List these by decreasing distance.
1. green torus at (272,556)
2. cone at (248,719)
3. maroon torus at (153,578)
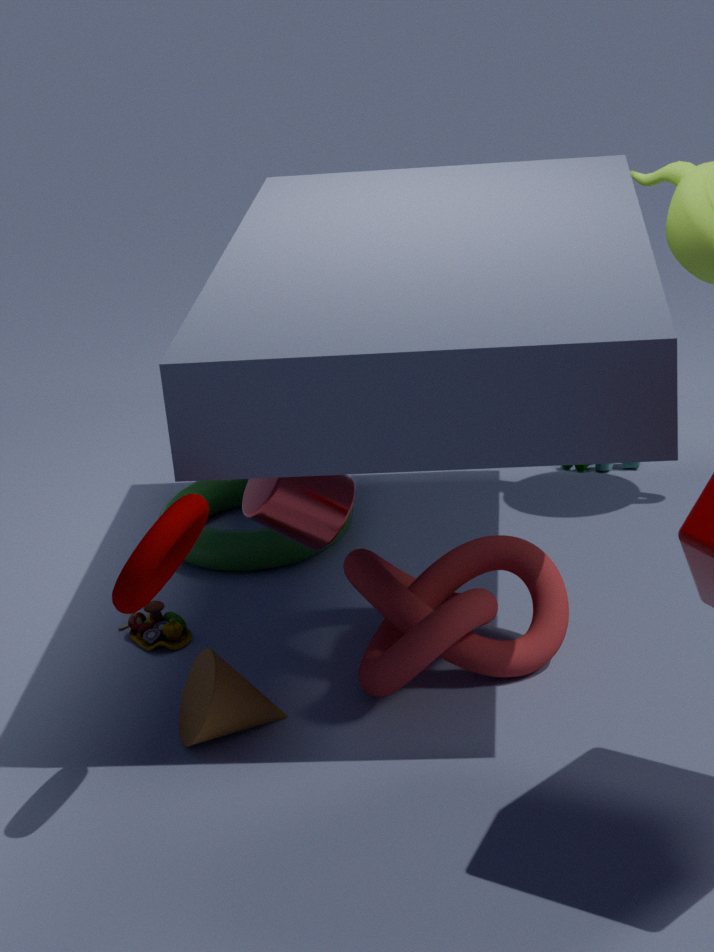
green torus at (272,556)
cone at (248,719)
maroon torus at (153,578)
